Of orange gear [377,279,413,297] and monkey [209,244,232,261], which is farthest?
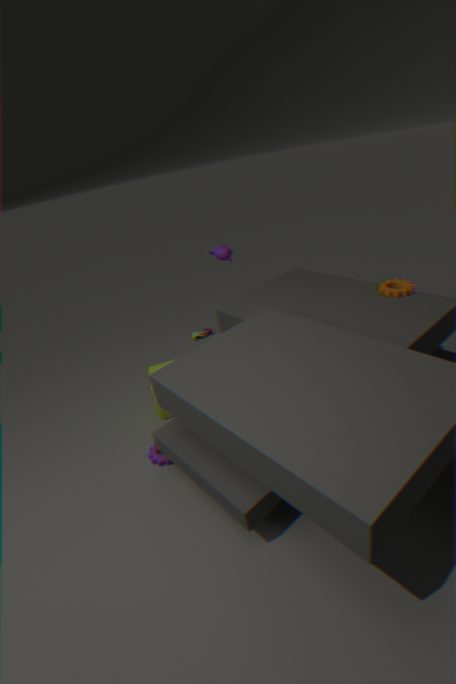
monkey [209,244,232,261]
